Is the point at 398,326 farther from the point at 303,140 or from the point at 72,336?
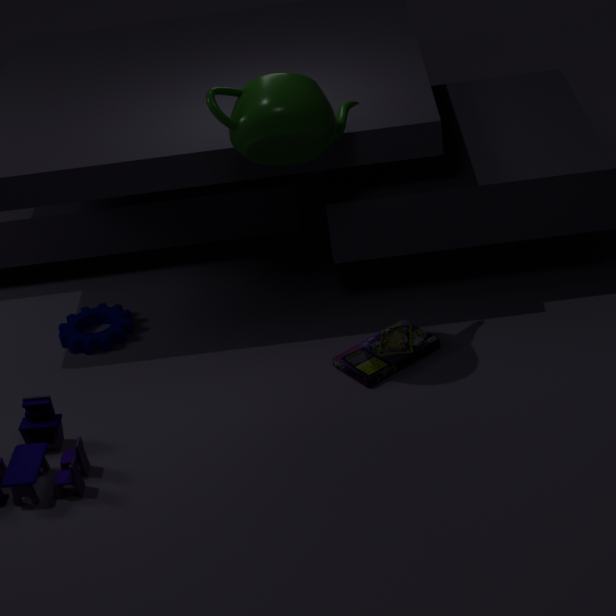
the point at 72,336
